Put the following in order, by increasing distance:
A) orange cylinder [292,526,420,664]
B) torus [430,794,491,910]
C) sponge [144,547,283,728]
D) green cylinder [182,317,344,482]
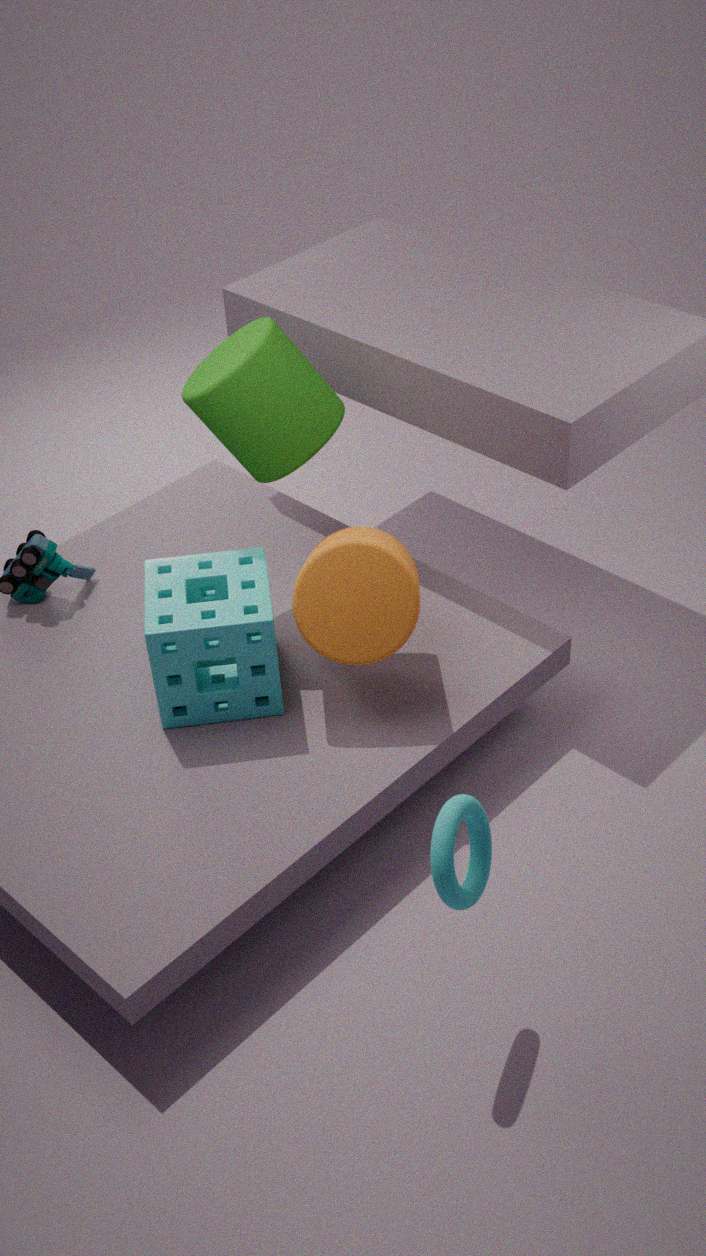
torus [430,794,491,910]
orange cylinder [292,526,420,664]
sponge [144,547,283,728]
green cylinder [182,317,344,482]
